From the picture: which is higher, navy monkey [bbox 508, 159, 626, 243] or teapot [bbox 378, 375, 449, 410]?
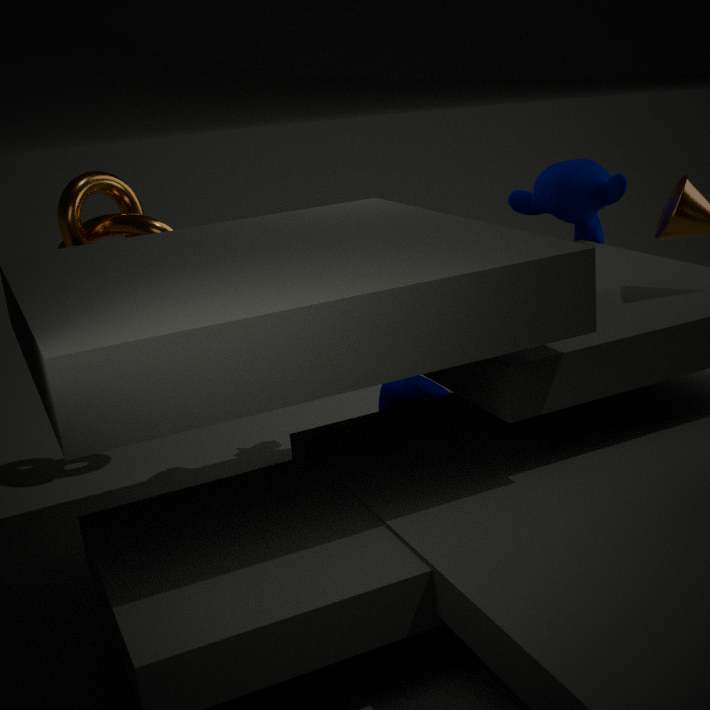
navy monkey [bbox 508, 159, 626, 243]
